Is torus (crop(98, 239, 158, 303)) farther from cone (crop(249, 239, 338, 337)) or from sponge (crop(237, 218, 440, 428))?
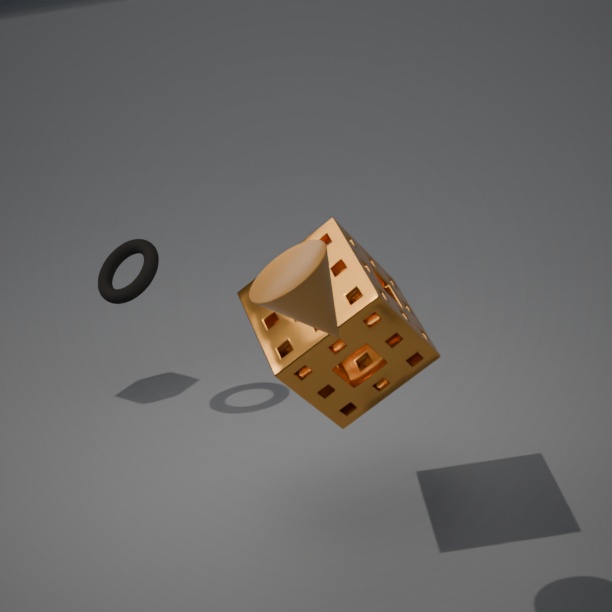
cone (crop(249, 239, 338, 337))
